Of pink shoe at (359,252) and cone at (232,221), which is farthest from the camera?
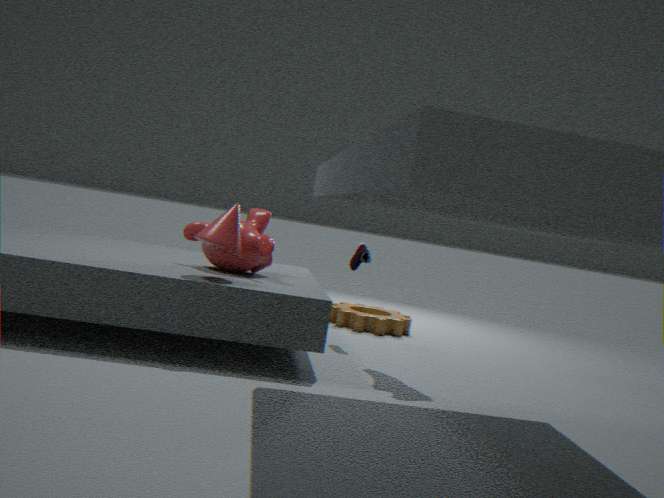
pink shoe at (359,252)
